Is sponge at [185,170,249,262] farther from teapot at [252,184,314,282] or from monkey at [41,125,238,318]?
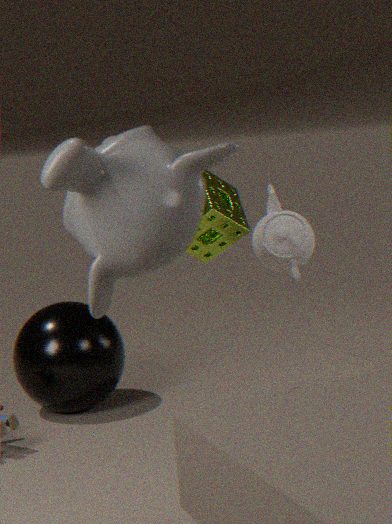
monkey at [41,125,238,318]
